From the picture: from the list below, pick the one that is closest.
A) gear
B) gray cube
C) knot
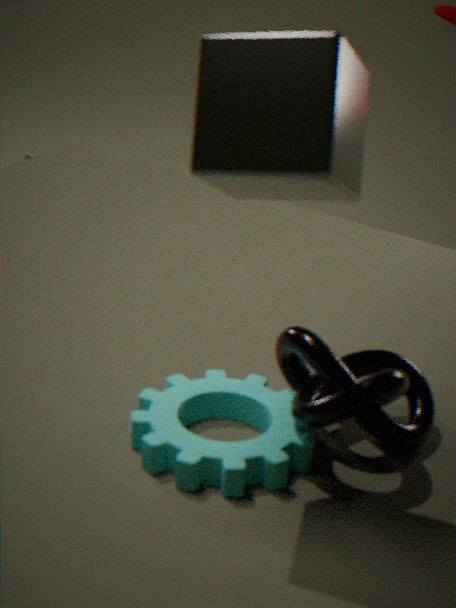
gray cube
